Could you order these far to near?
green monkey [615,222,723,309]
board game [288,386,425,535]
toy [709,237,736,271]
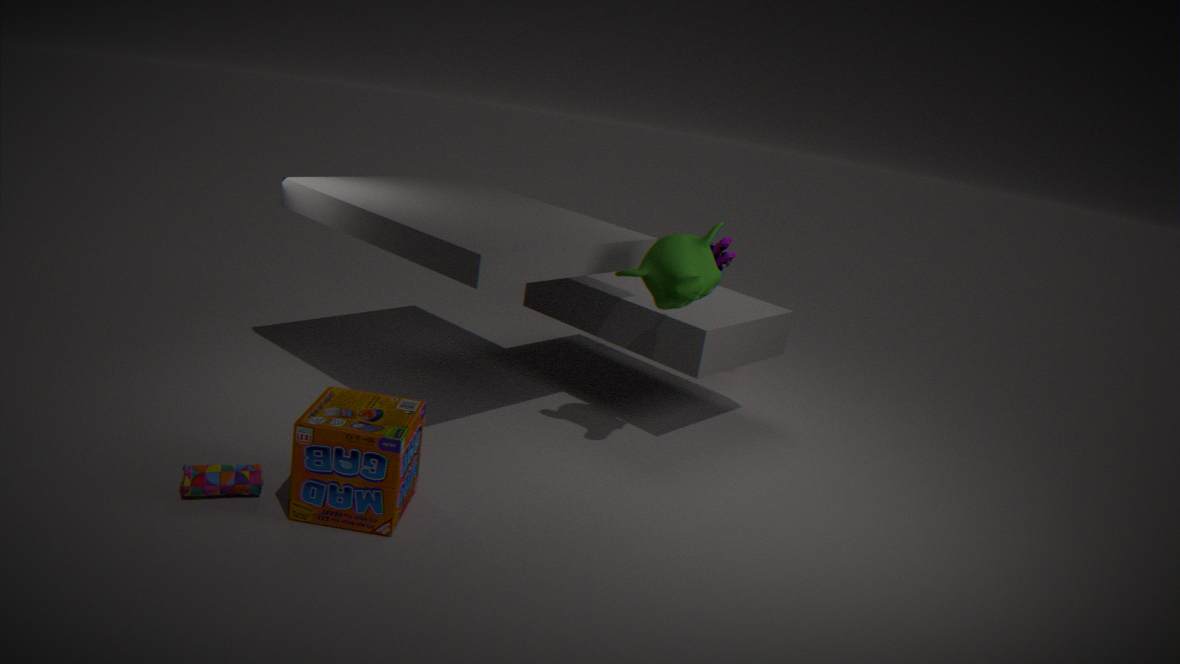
toy [709,237,736,271] < green monkey [615,222,723,309] < board game [288,386,425,535]
